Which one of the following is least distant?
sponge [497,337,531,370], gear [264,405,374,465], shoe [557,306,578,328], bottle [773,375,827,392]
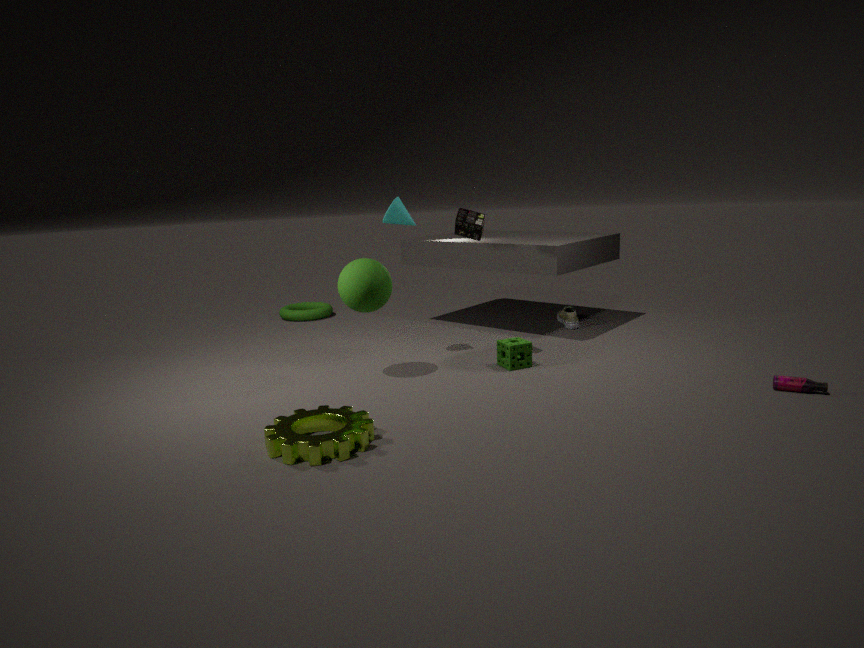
gear [264,405,374,465]
